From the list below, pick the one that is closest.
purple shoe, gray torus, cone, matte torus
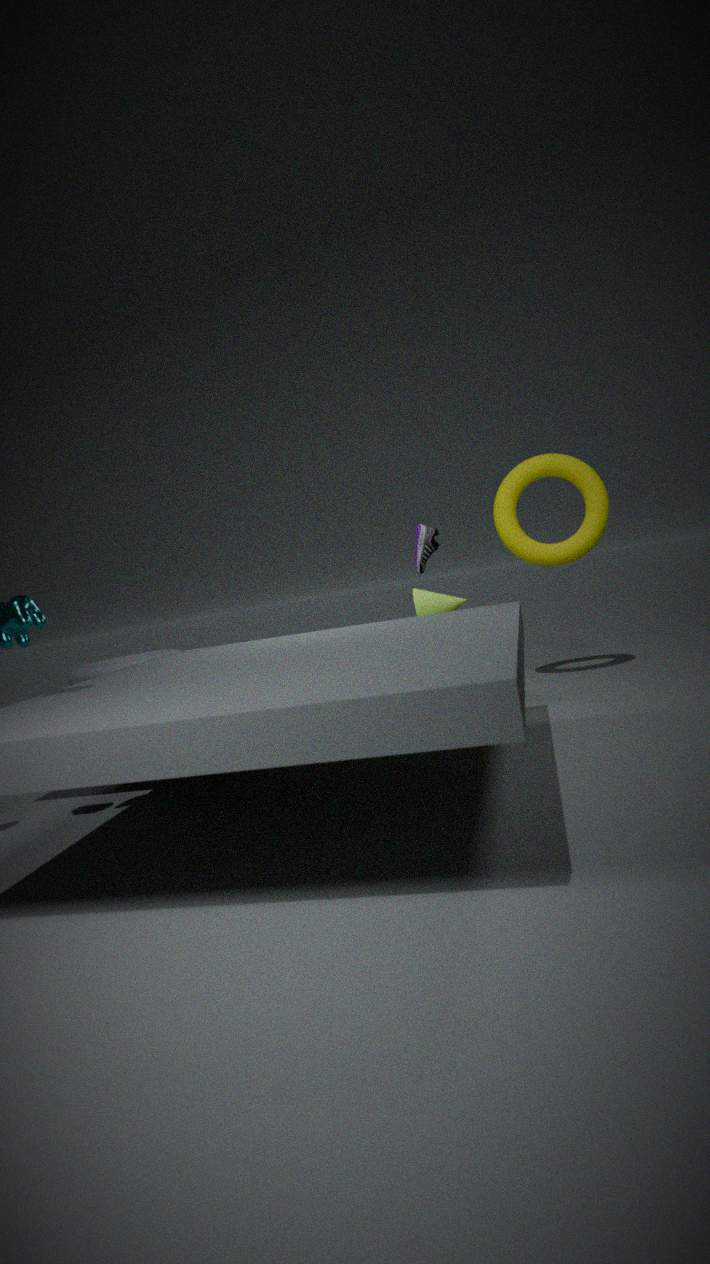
cone
